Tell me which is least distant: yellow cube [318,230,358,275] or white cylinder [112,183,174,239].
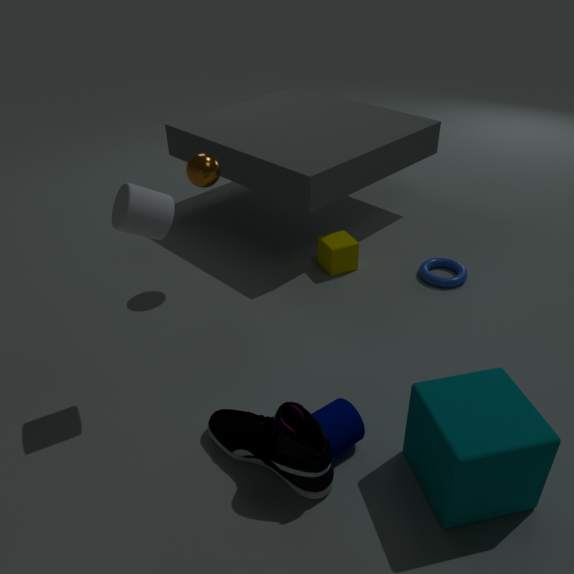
white cylinder [112,183,174,239]
